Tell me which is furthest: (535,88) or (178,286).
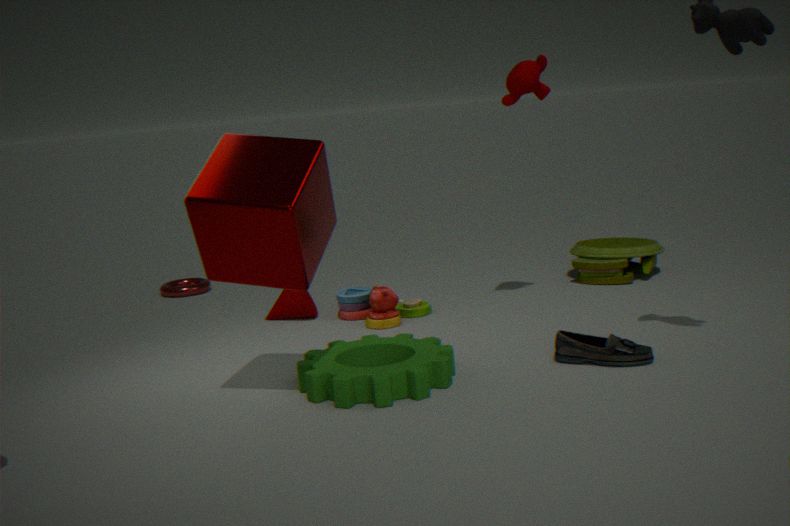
(178,286)
